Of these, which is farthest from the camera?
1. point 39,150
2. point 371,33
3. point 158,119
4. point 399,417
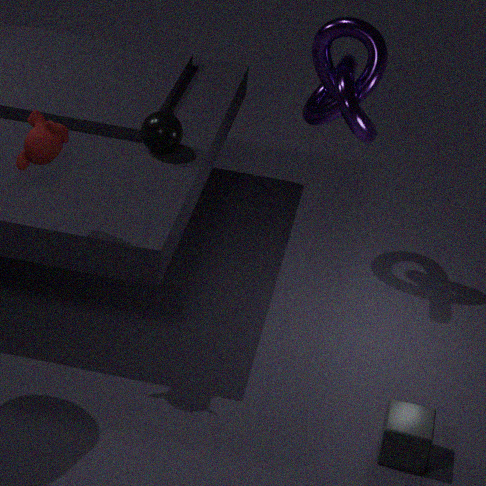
point 158,119
